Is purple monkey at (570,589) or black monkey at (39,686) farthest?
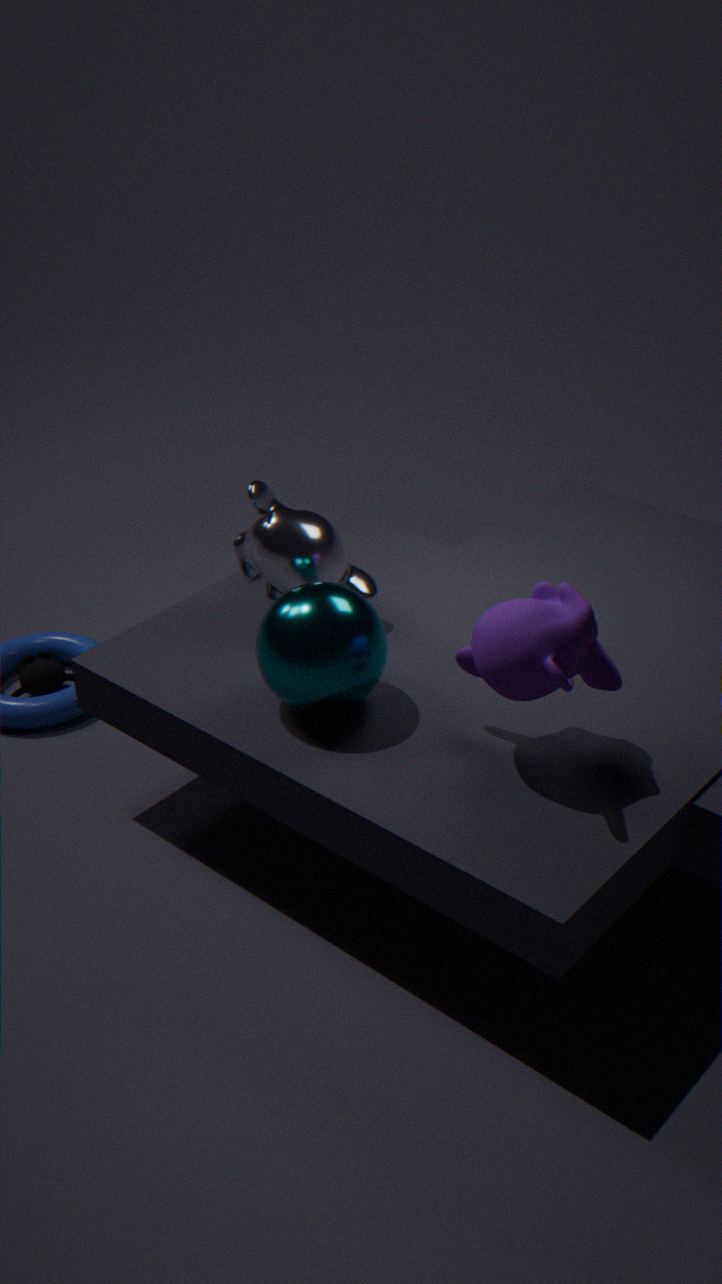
black monkey at (39,686)
